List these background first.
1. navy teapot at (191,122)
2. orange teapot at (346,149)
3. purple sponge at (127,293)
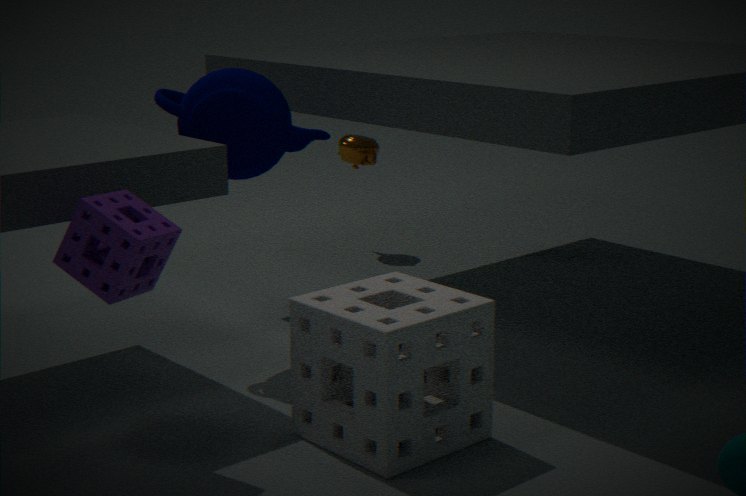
orange teapot at (346,149)
navy teapot at (191,122)
purple sponge at (127,293)
